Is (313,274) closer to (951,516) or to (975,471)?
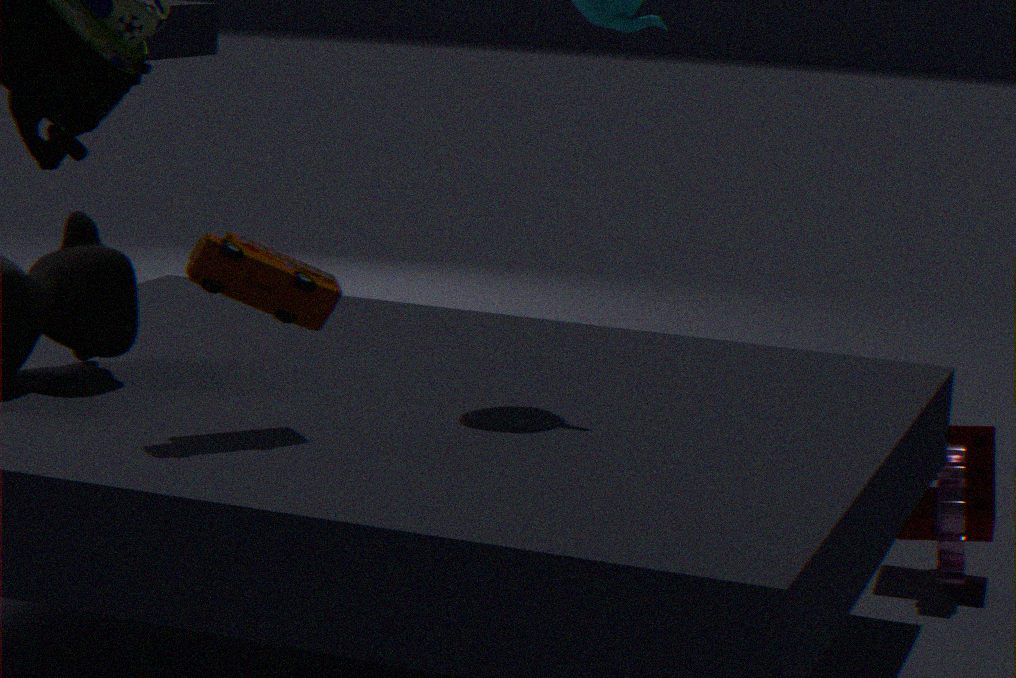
(951,516)
